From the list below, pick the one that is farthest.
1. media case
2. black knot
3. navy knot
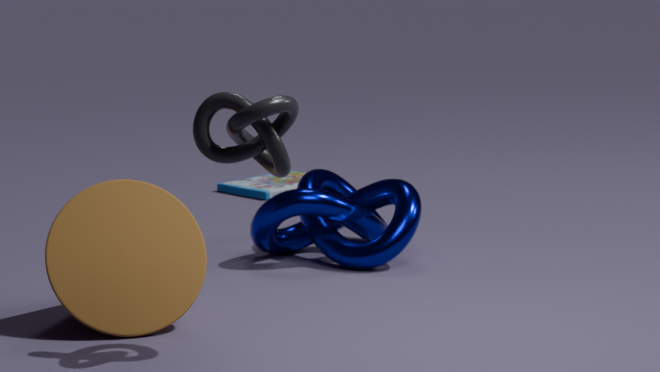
media case
